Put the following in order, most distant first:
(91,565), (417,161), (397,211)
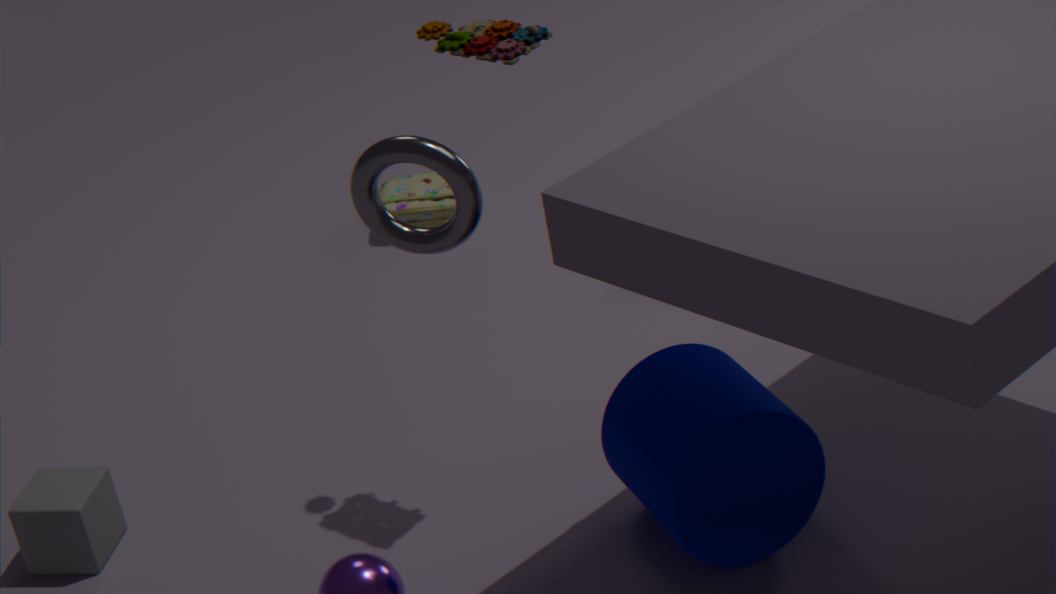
(397,211) < (91,565) < (417,161)
